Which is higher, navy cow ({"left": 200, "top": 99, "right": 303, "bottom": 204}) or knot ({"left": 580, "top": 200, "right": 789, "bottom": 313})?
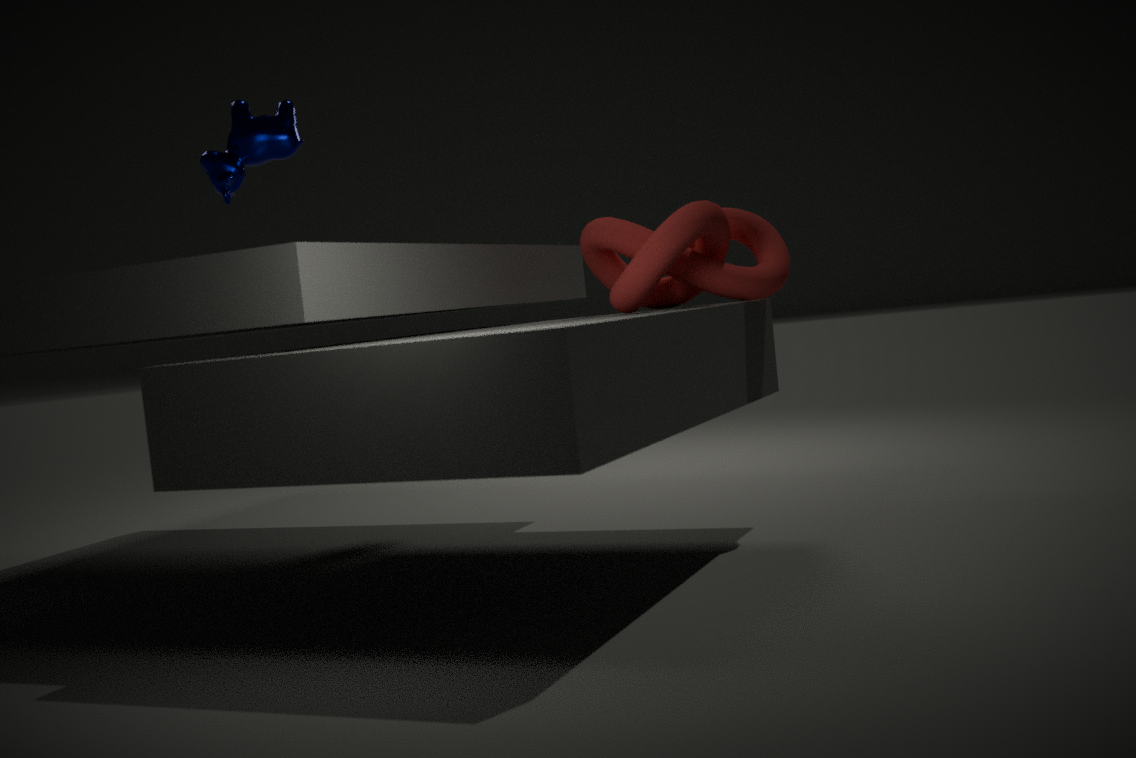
navy cow ({"left": 200, "top": 99, "right": 303, "bottom": 204})
